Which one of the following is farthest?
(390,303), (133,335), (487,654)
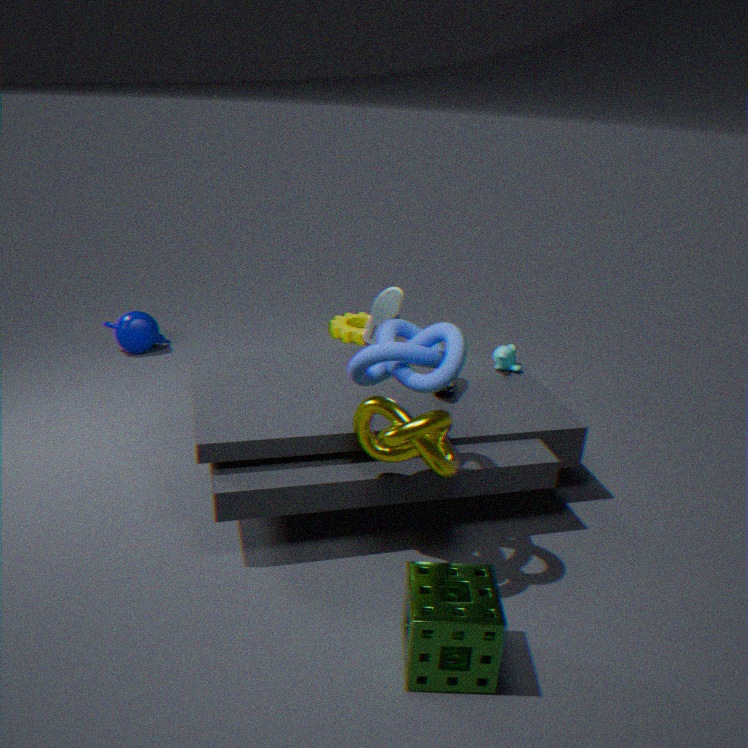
(133,335)
